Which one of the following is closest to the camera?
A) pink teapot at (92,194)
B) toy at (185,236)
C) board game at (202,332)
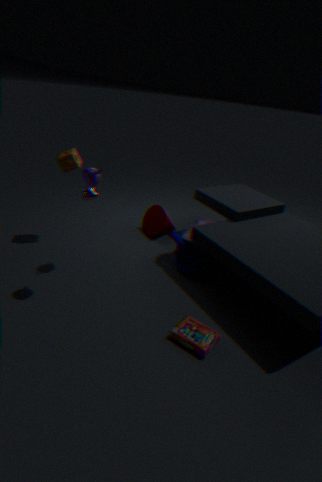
board game at (202,332)
